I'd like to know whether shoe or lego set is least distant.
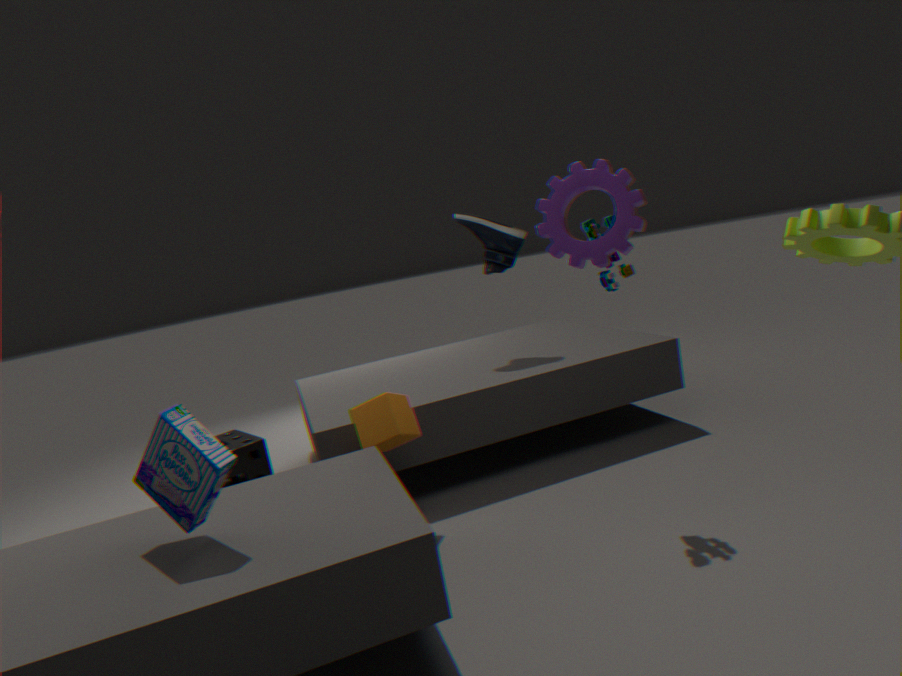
lego set
